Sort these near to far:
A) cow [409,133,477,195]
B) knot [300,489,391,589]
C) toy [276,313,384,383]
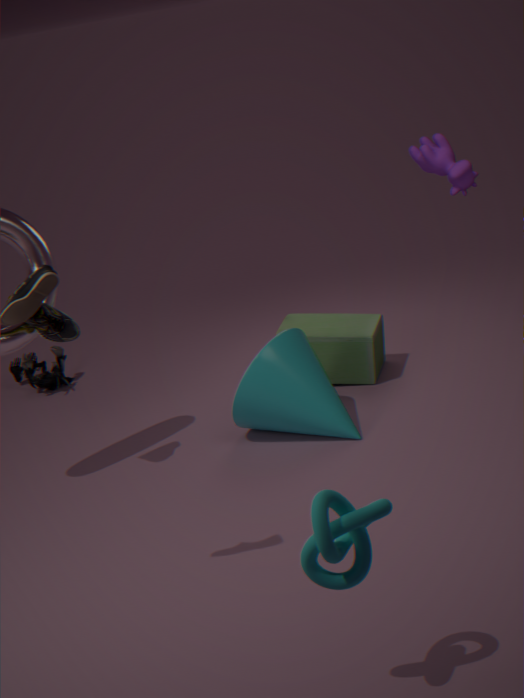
knot [300,489,391,589] < cow [409,133,477,195] < toy [276,313,384,383]
